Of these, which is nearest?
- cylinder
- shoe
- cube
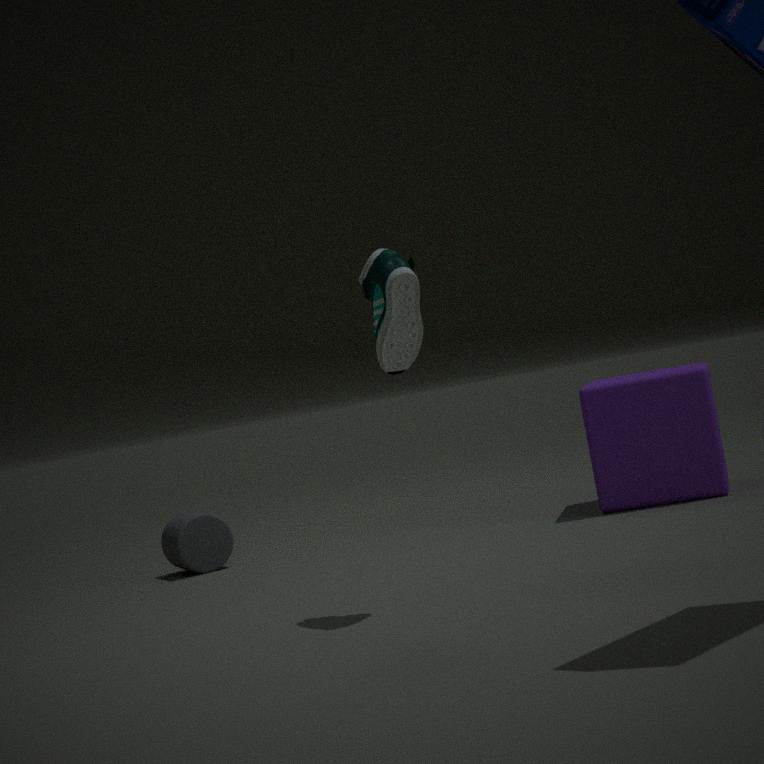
shoe
